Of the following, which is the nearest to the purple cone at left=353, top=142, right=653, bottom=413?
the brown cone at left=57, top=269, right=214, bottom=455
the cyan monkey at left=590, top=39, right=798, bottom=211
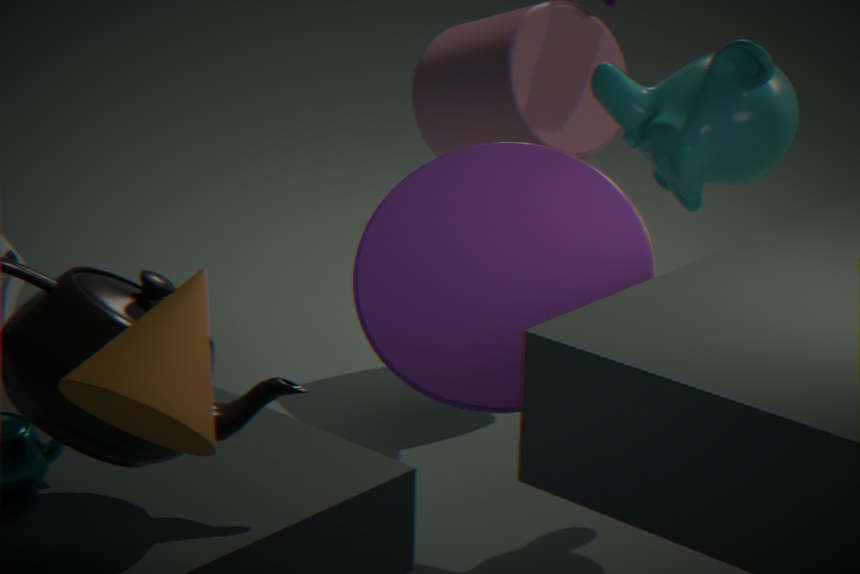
the brown cone at left=57, top=269, right=214, bottom=455
